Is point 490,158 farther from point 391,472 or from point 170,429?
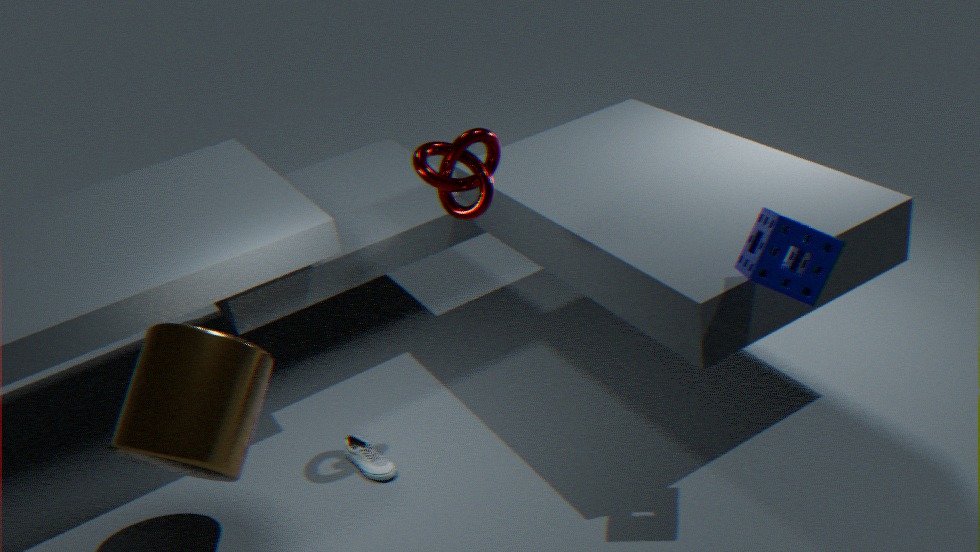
point 391,472
